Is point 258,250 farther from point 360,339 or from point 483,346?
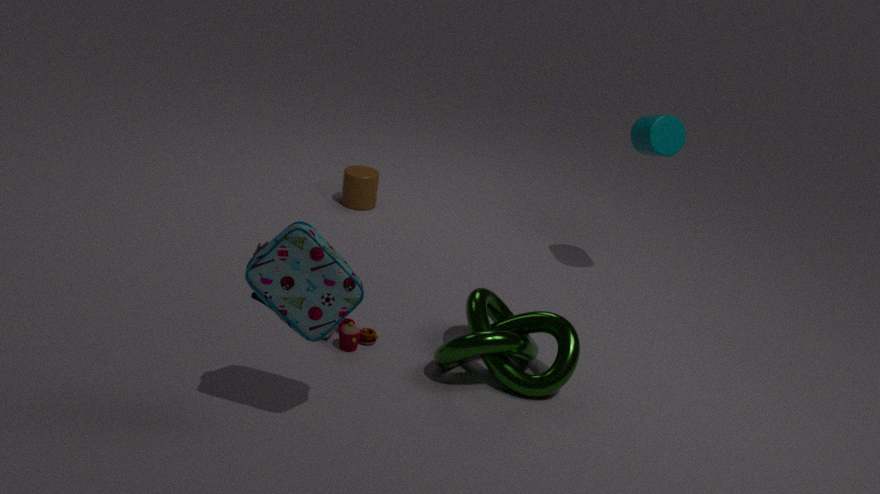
point 483,346
